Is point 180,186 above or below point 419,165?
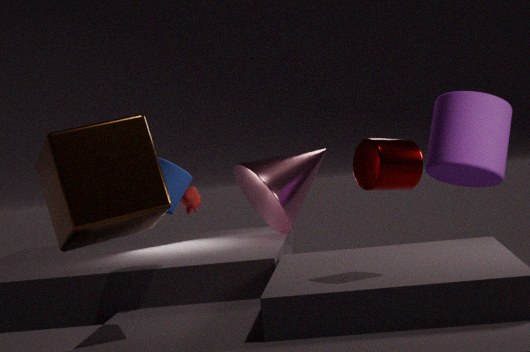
below
